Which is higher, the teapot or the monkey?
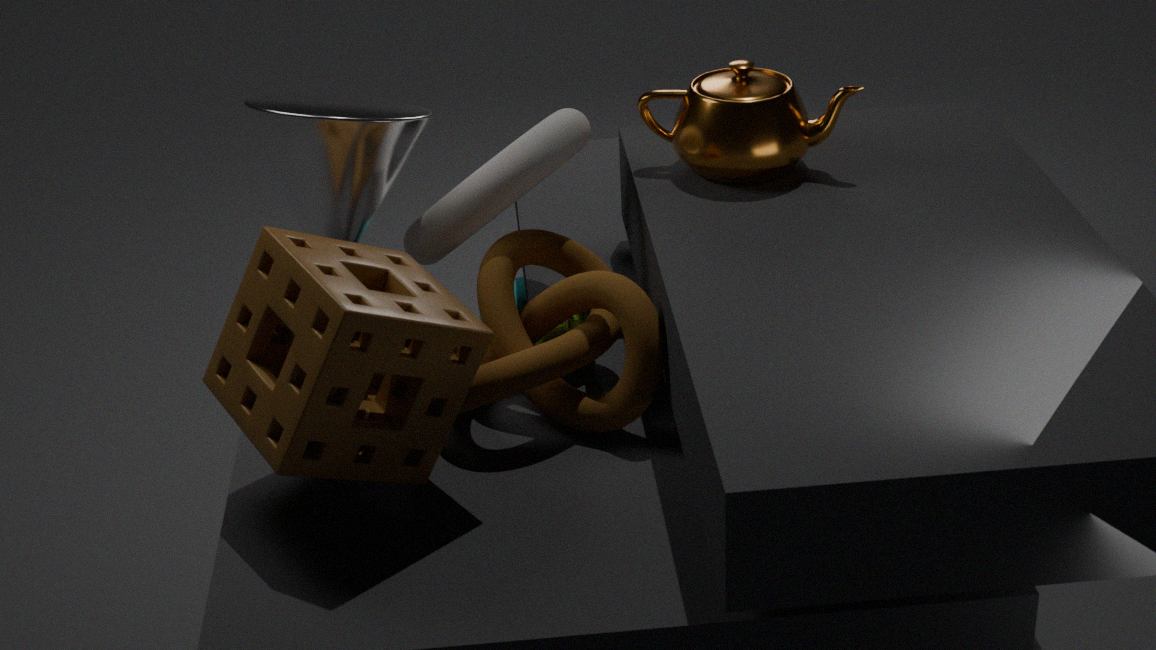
the teapot
